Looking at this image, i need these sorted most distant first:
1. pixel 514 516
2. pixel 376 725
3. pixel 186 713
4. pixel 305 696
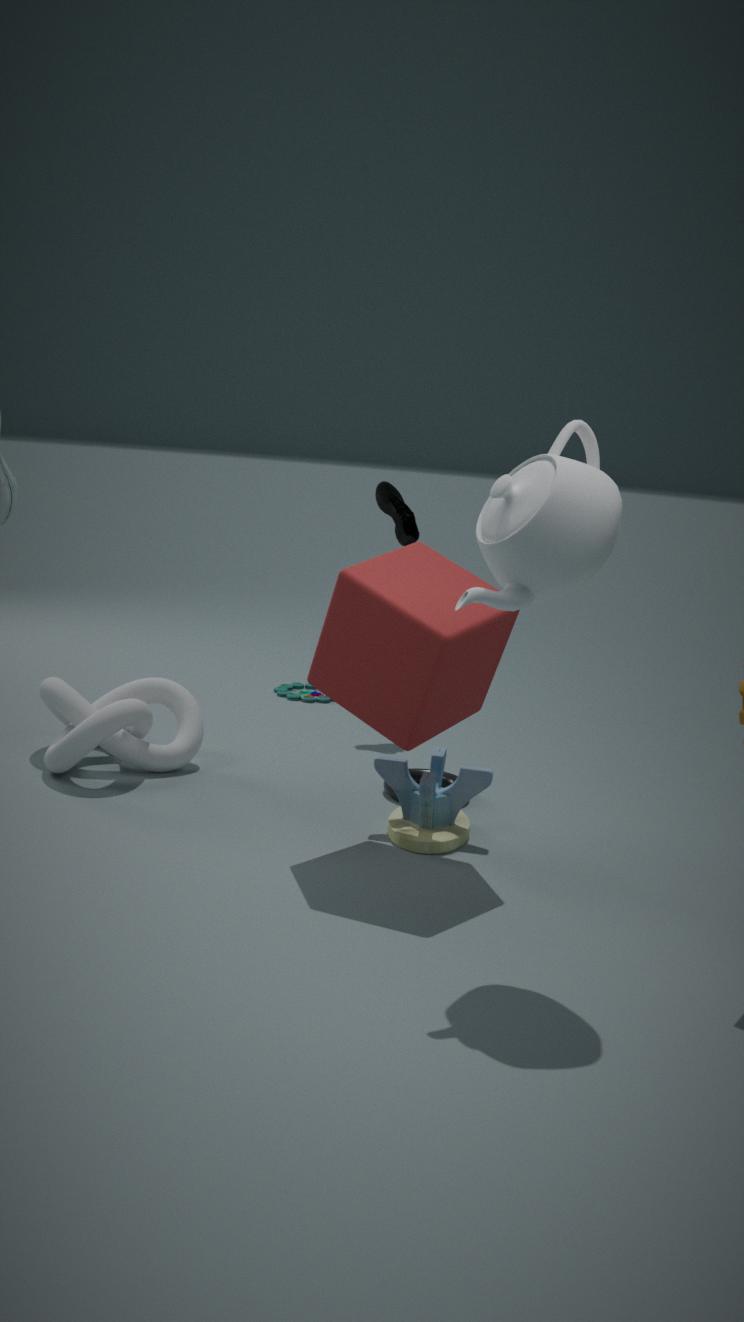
pixel 305 696 < pixel 186 713 < pixel 376 725 < pixel 514 516
